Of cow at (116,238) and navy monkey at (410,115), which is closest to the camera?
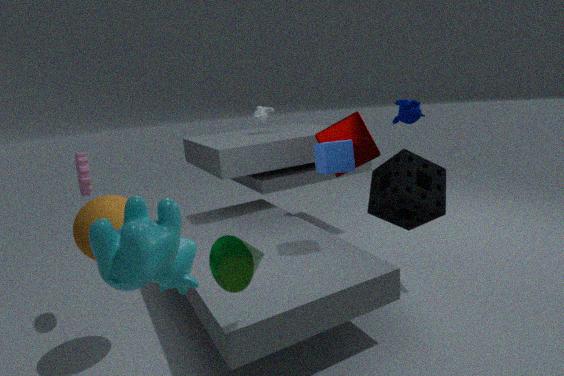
cow at (116,238)
